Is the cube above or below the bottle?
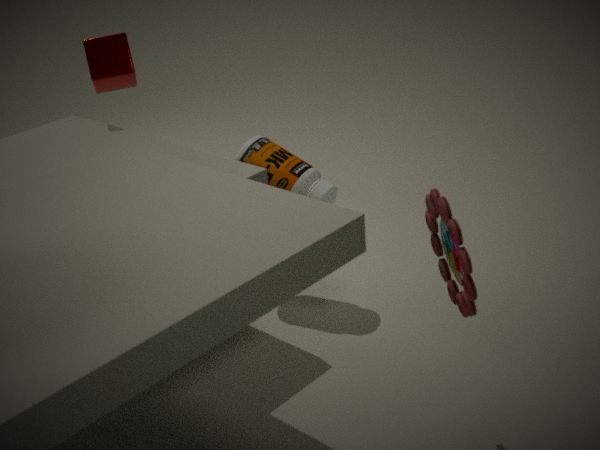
above
